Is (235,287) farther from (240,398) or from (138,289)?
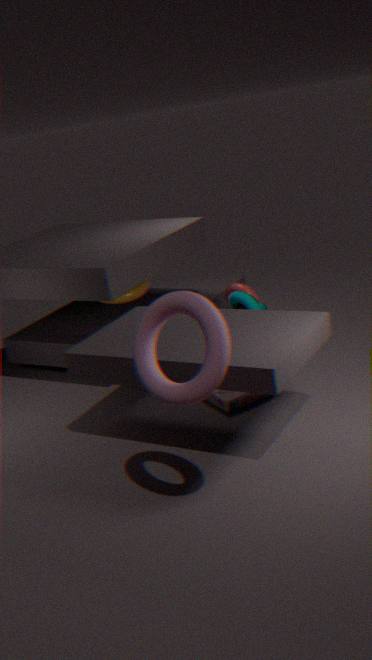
(138,289)
